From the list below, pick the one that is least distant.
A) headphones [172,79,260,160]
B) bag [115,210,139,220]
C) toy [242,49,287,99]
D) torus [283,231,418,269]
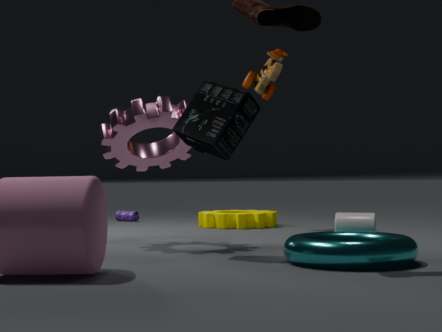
torus [283,231,418,269]
